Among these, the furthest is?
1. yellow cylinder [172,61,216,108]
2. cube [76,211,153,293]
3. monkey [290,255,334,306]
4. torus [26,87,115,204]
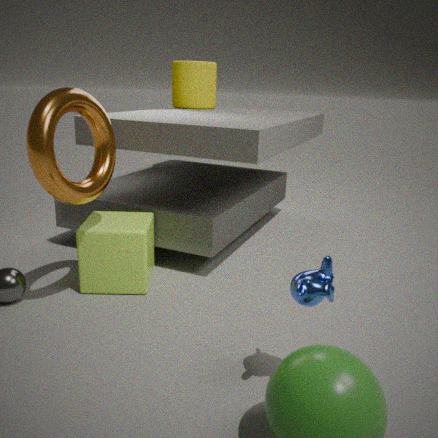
yellow cylinder [172,61,216,108]
